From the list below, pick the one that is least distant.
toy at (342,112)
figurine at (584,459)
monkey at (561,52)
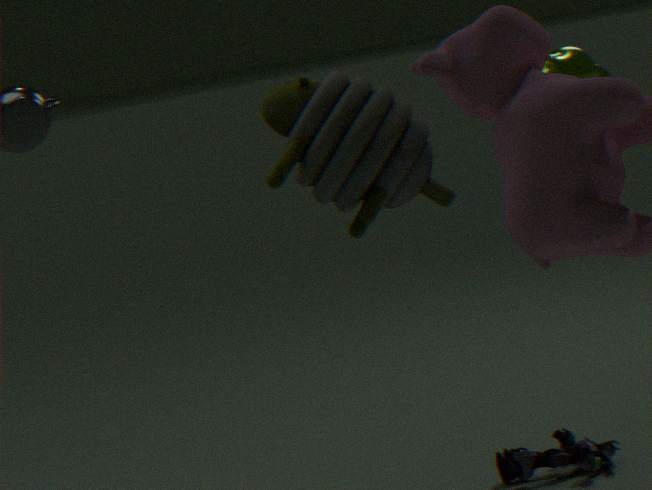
toy at (342,112)
